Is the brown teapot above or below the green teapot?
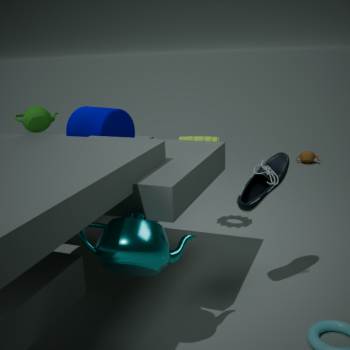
below
